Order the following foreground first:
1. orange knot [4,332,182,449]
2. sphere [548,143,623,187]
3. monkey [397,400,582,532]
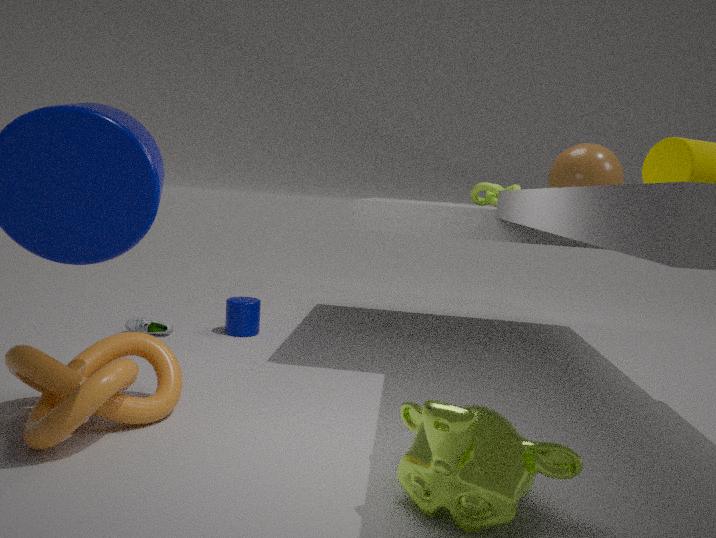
1. monkey [397,400,582,532]
2. orange knot [4,332,182,449]
3. sphere [548,143,623,187]
